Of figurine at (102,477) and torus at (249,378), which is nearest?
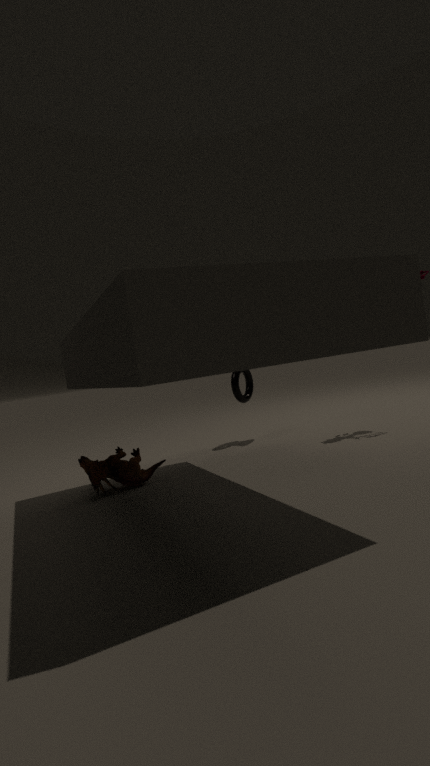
figurine at (102,477)
